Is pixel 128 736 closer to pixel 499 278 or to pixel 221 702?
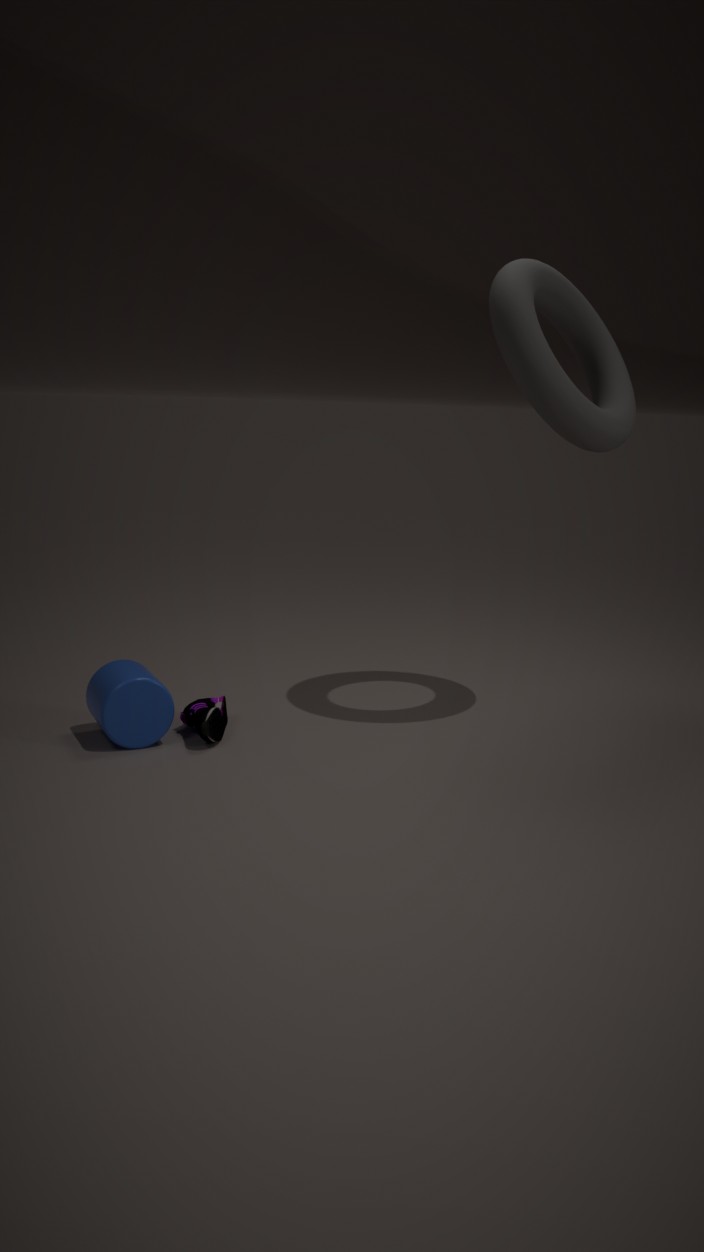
pixel 221 702
